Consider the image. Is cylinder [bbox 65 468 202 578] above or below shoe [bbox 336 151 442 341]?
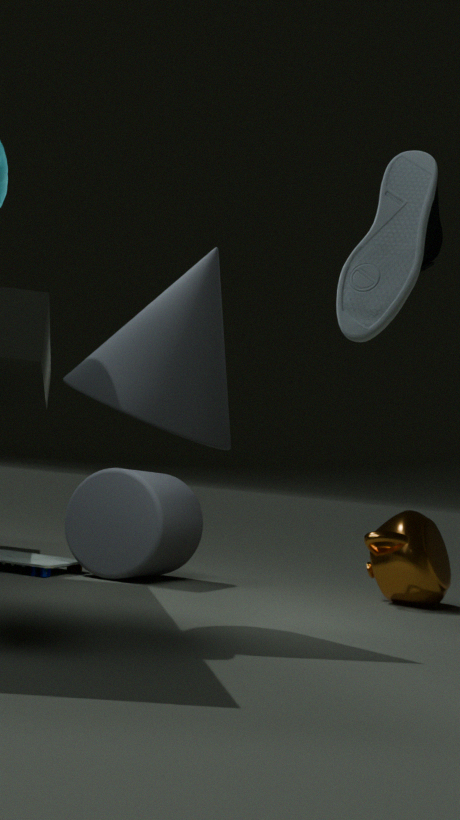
below
